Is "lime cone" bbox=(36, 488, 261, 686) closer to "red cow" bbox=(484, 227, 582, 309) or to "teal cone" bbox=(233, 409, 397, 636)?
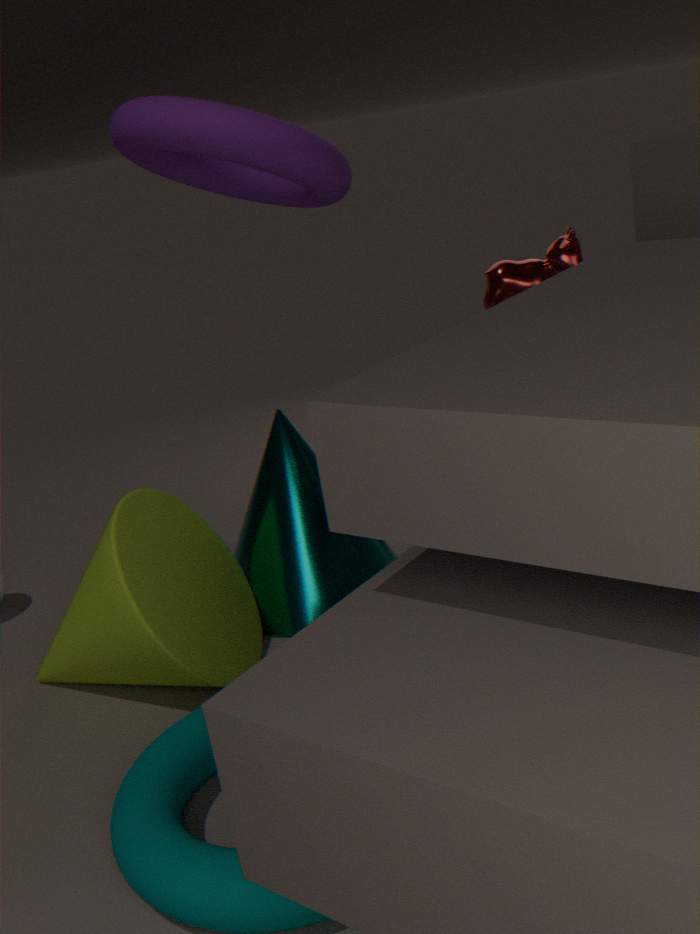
"teal cone" bbox=(233, 409, 397, 636)
